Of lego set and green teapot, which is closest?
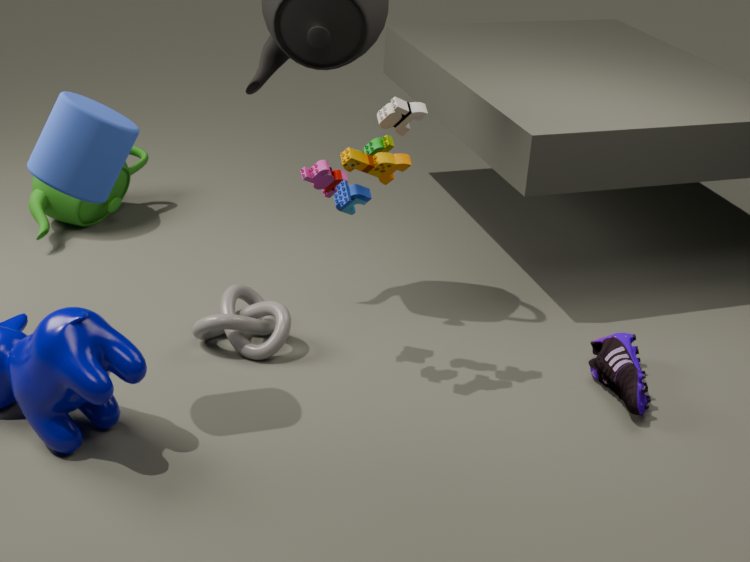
lego set
